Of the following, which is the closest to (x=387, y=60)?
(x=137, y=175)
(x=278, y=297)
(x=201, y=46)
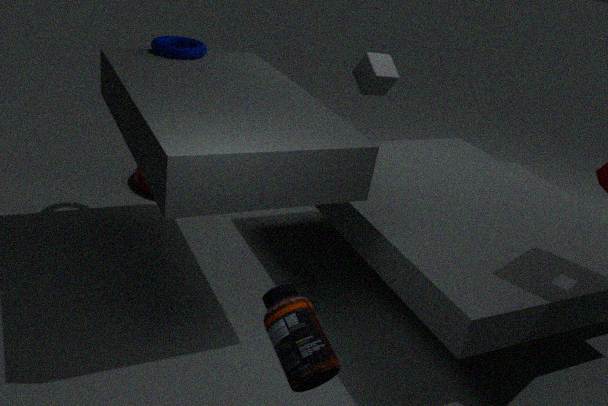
(x=201, y=46)
